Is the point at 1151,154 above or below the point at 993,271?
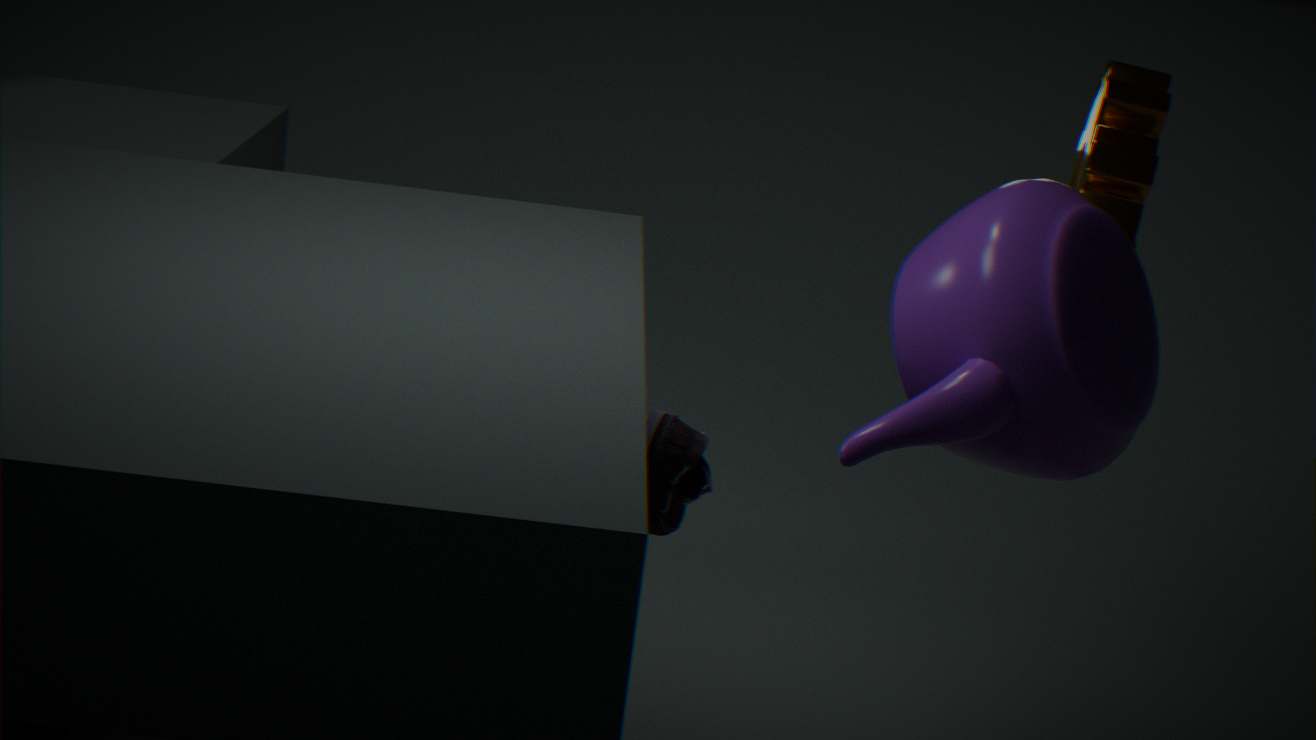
below
